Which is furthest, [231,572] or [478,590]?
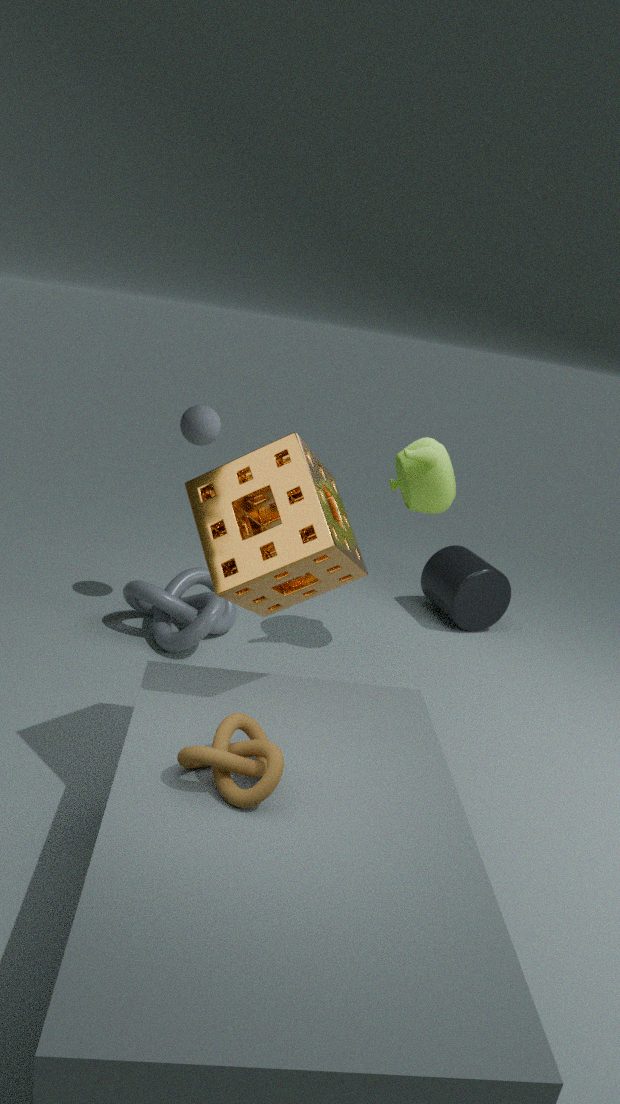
[478,590]
